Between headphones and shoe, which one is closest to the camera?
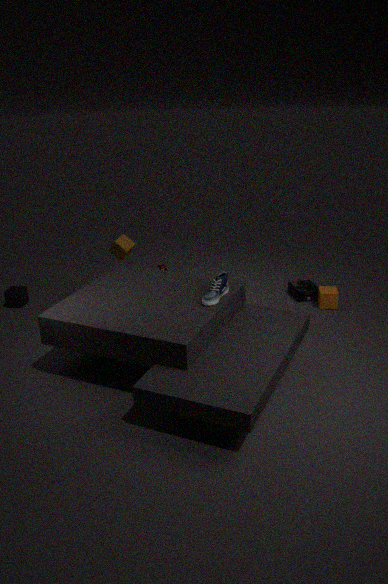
shoe
